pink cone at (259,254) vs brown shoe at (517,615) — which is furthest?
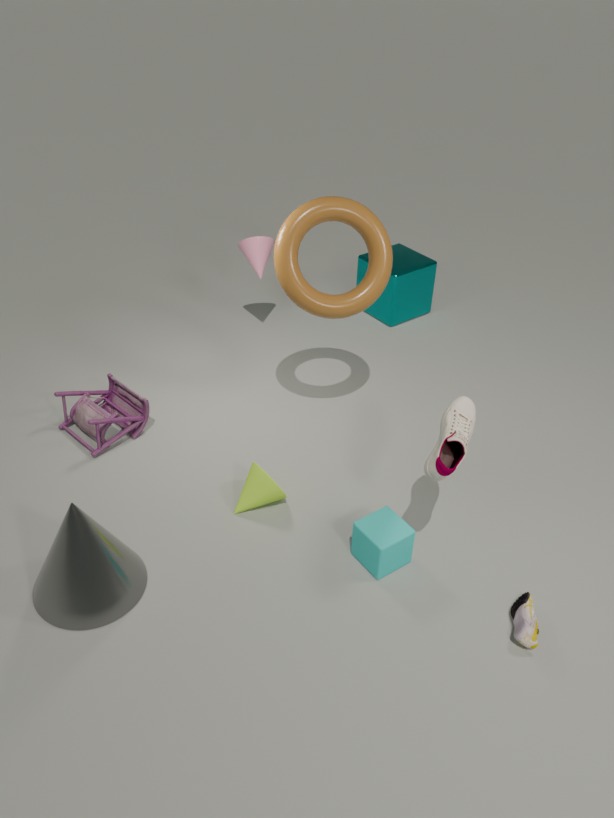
pink cone at (259,254)
